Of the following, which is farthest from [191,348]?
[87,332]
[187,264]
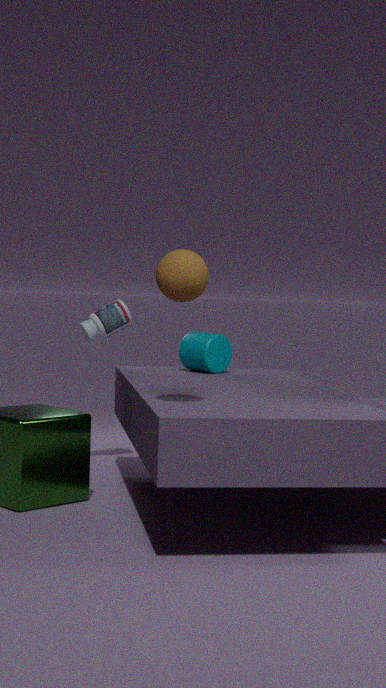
[187,264]
